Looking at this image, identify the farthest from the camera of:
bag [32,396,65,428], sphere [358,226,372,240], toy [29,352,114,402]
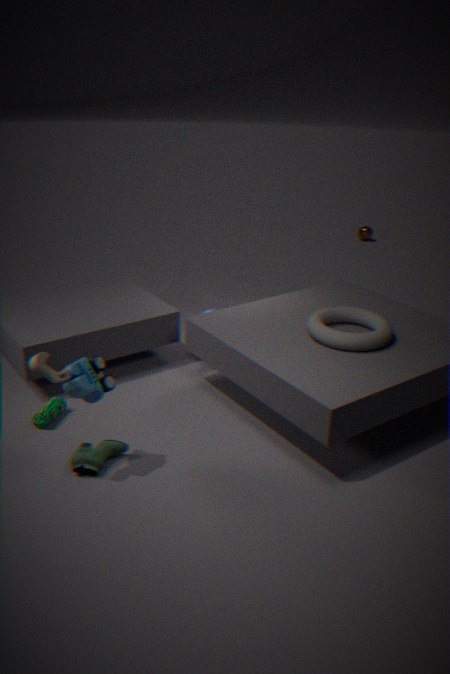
sphere [358,226,372,240]
